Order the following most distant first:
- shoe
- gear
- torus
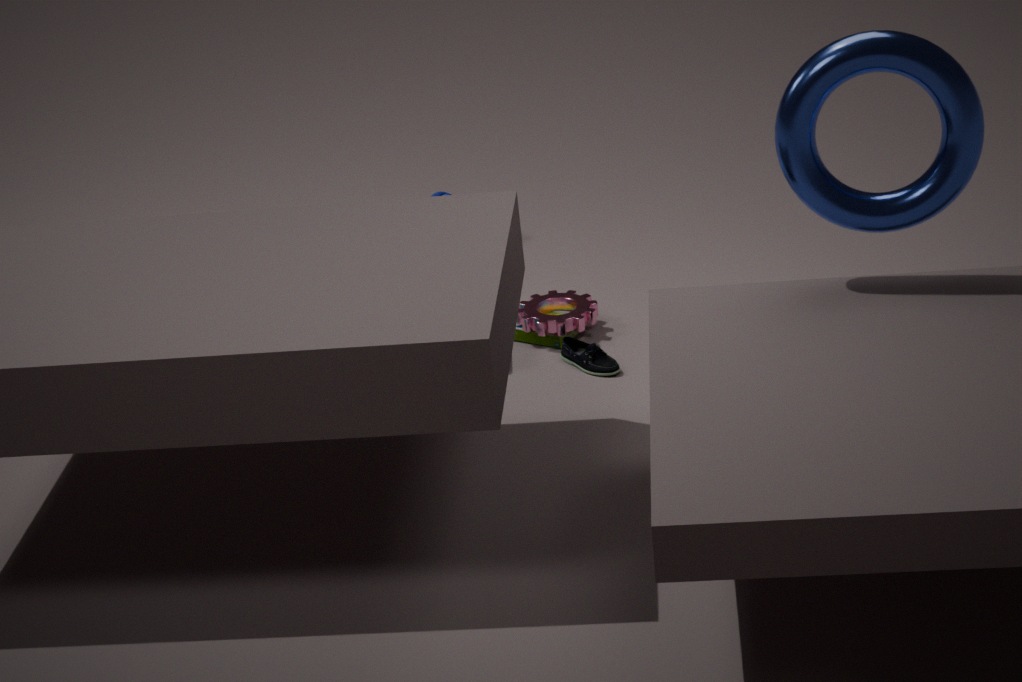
gear → shoe → torus
